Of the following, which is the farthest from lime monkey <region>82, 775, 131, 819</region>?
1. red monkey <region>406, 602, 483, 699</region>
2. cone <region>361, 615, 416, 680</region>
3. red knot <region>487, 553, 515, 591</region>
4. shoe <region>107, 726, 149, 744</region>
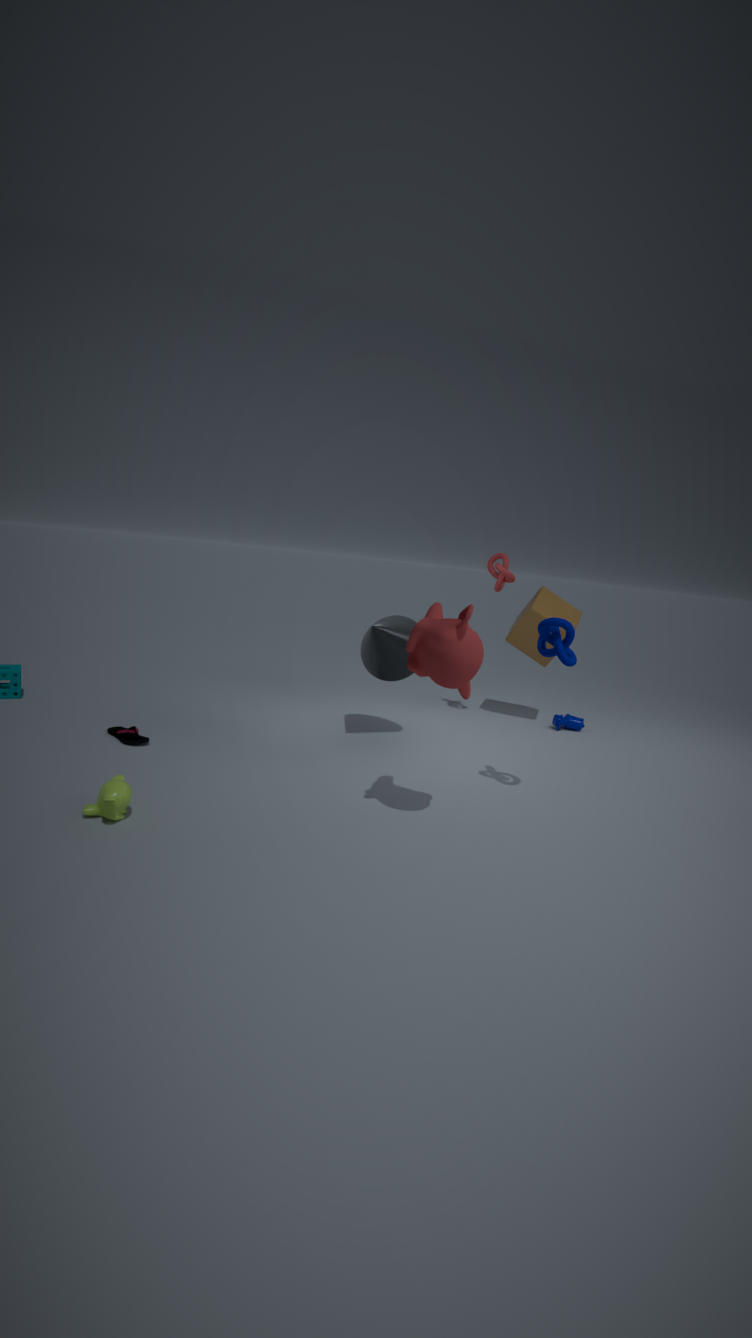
red knot <region>487, 553, 515, 591</region>
